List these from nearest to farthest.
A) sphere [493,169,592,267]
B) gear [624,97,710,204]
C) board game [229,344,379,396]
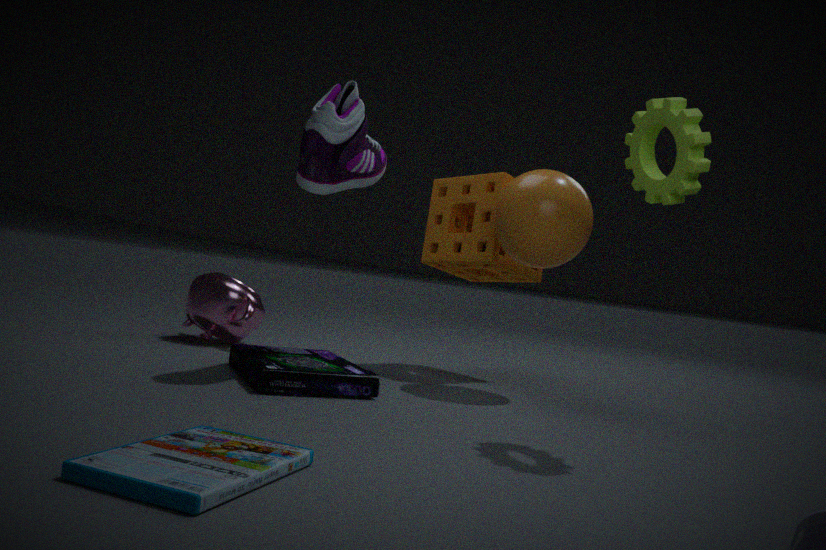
gear [624,97,710,204], board game [229,344,379,396], sphere [493,169,592,267]
